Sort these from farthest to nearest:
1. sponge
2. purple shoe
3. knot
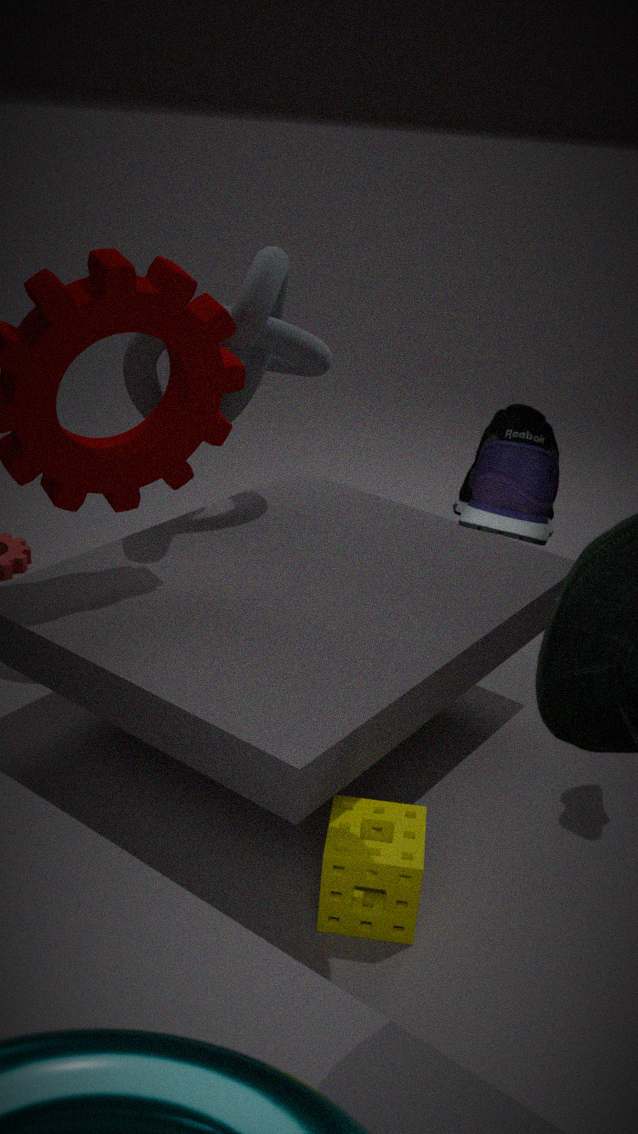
knot, sponge, purple shoe
